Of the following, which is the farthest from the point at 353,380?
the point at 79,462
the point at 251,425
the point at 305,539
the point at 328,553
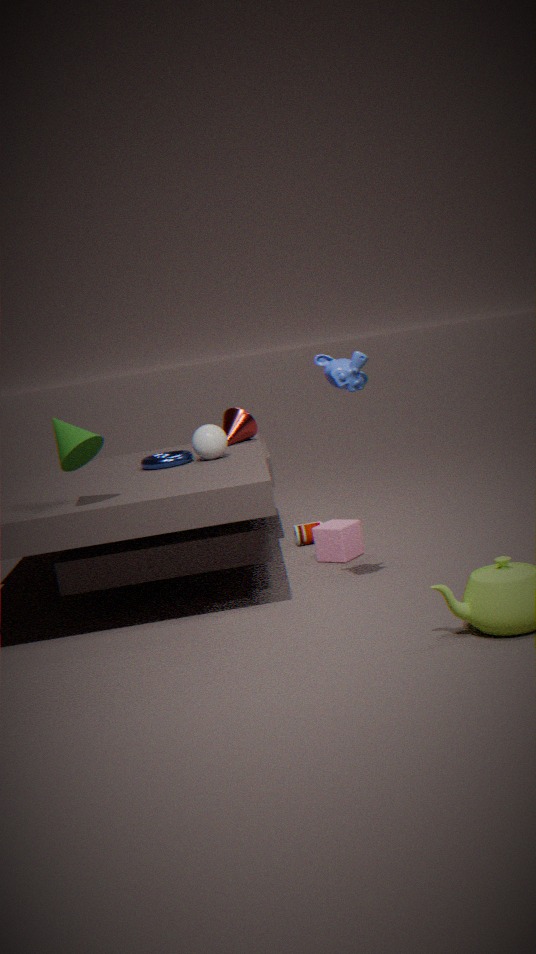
the point at 305,539
